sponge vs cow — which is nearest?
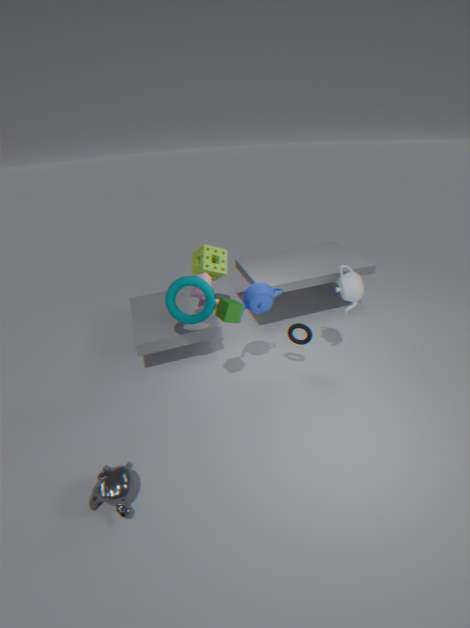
cow
